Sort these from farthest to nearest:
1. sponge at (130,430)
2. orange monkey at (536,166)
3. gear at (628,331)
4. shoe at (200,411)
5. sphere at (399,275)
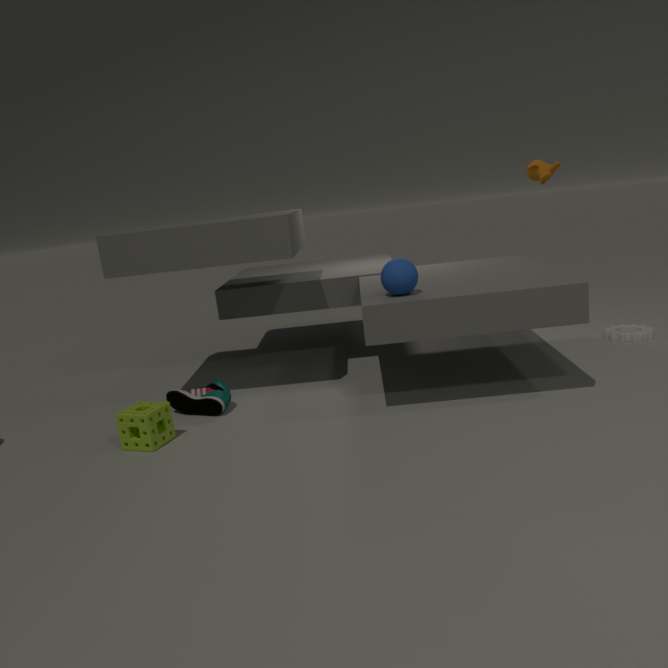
orange monkey at (536,166) < gear at (628,331) < shoe at (200,411) < sphere at (399,275) < sponge at (130,430)
